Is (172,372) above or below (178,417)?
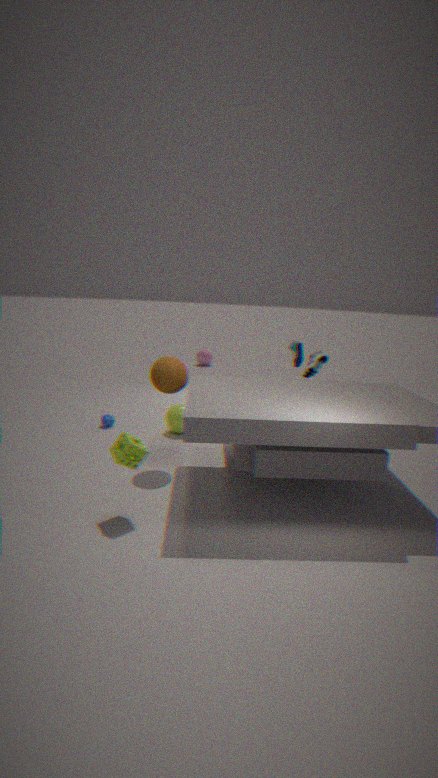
above
